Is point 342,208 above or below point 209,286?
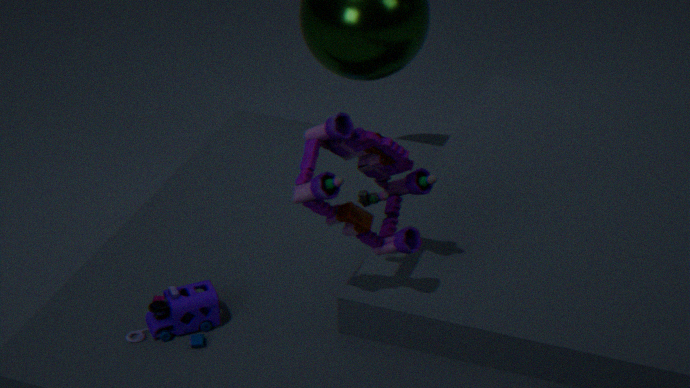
above
